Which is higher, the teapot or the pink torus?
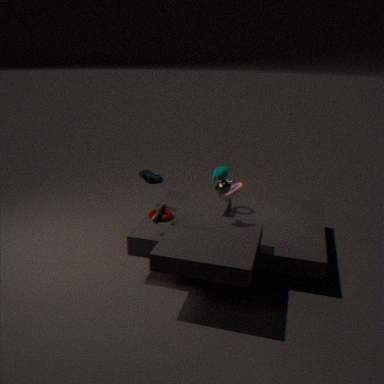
the teapot
